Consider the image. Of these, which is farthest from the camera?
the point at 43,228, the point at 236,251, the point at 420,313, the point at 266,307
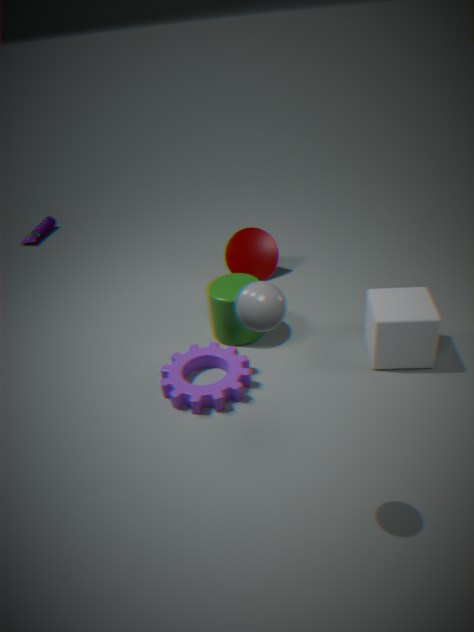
the point at 43,228
